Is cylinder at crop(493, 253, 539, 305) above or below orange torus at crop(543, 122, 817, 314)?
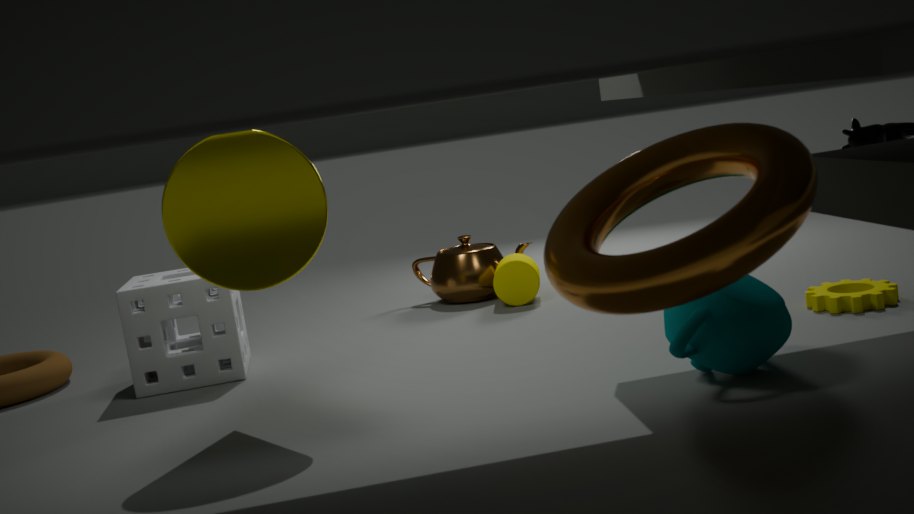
below
